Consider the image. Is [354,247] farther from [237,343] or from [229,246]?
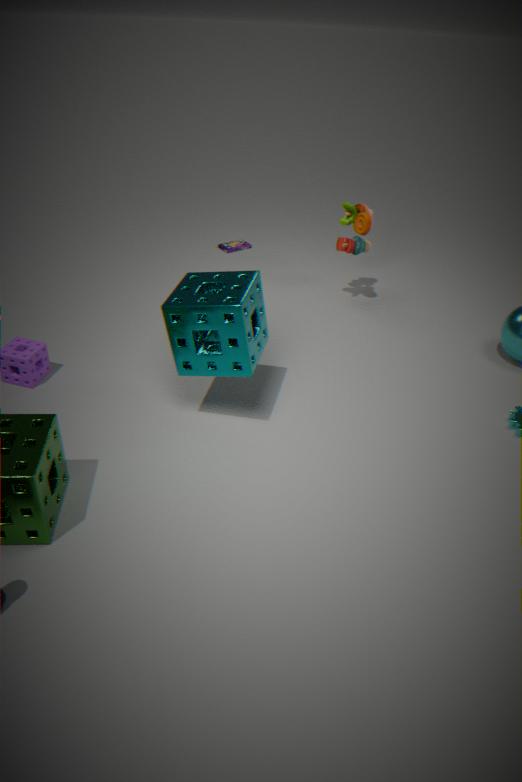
[237,343]
